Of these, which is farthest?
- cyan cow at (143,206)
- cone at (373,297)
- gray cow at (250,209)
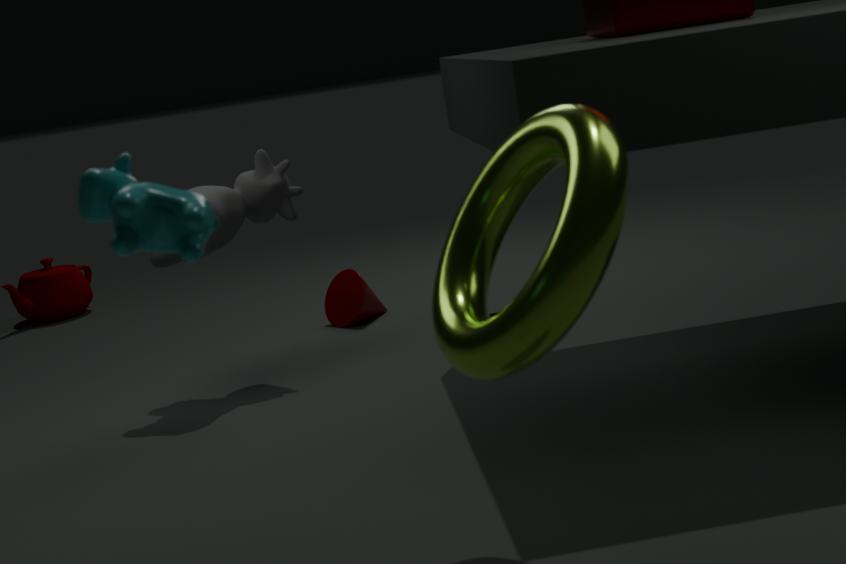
cone at (373,297)
